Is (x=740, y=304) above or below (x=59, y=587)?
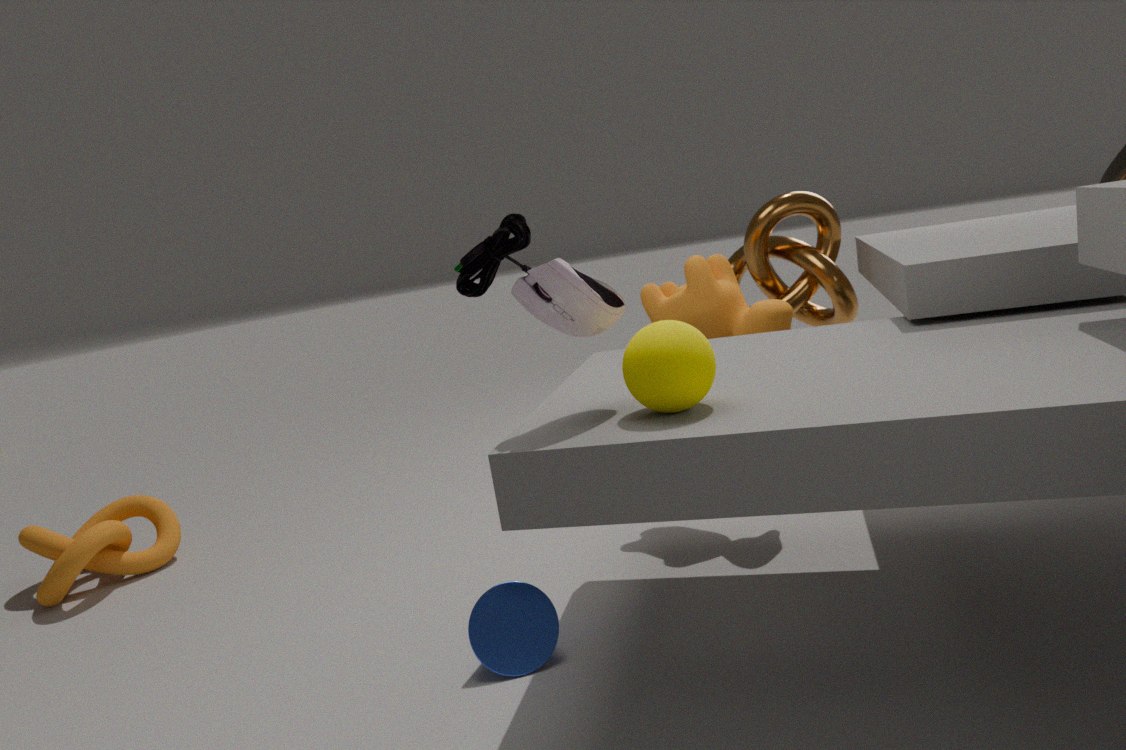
above
